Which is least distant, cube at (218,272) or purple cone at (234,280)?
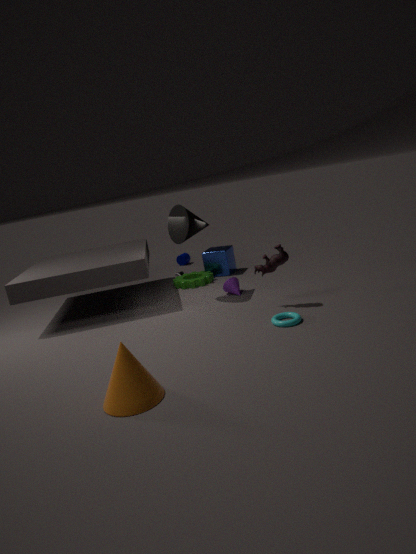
purple cone at (234,280)
